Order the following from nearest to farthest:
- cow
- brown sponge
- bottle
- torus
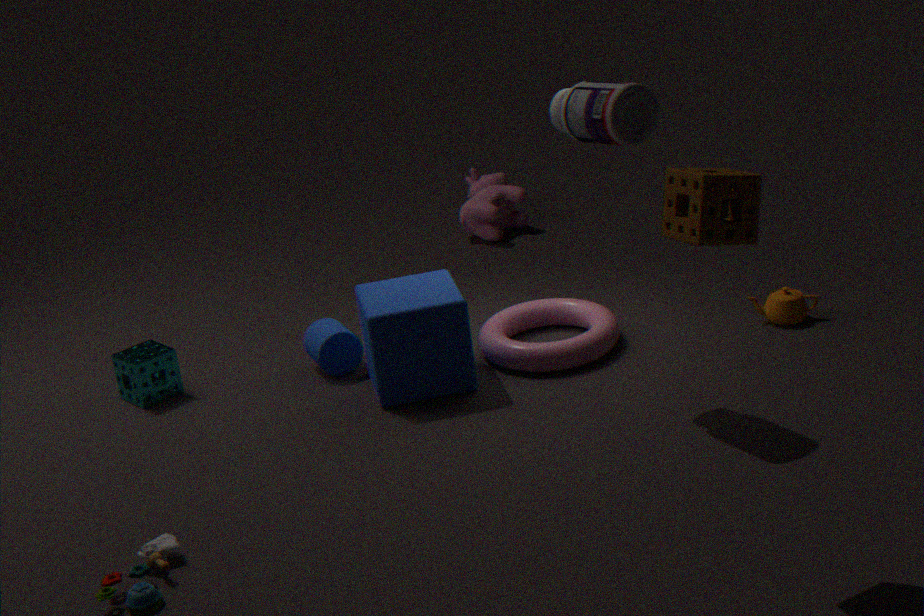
brown sponge < bottle < torus < cow
